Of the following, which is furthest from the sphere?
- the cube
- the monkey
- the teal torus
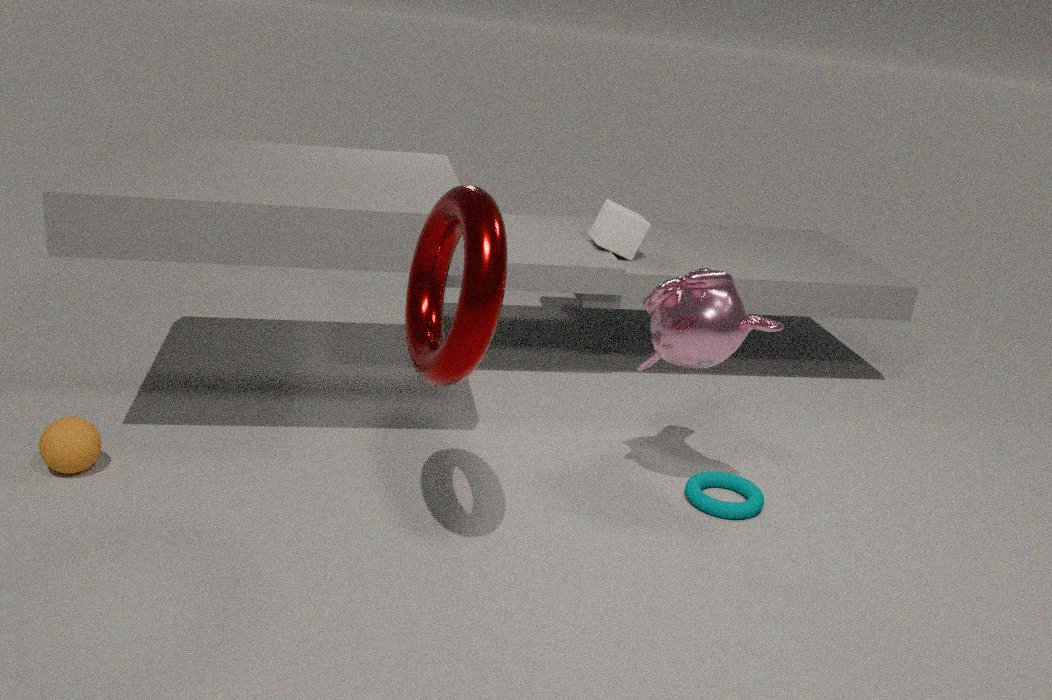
the cube
